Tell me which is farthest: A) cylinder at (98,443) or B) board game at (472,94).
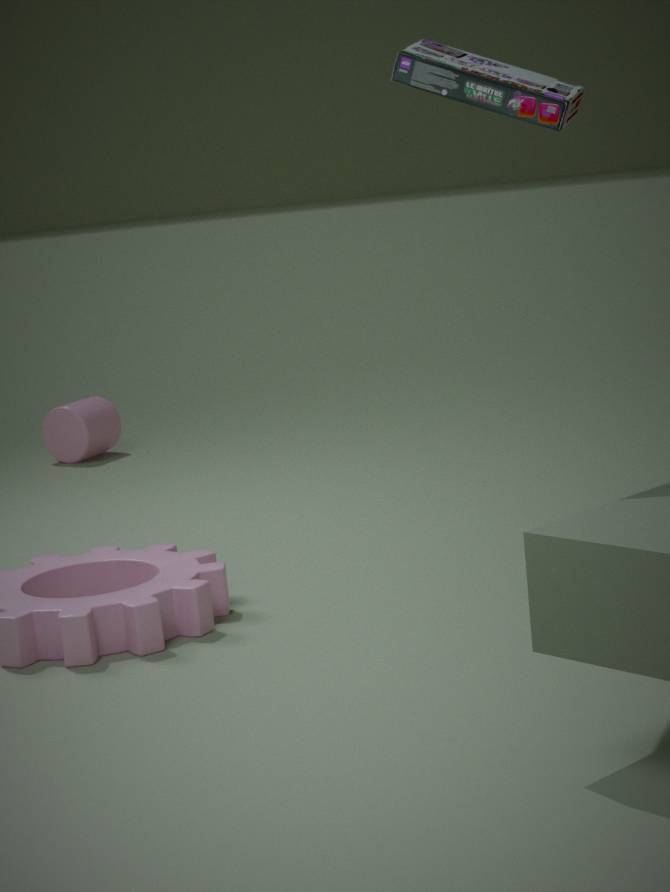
A. cylinder at (98,443)
